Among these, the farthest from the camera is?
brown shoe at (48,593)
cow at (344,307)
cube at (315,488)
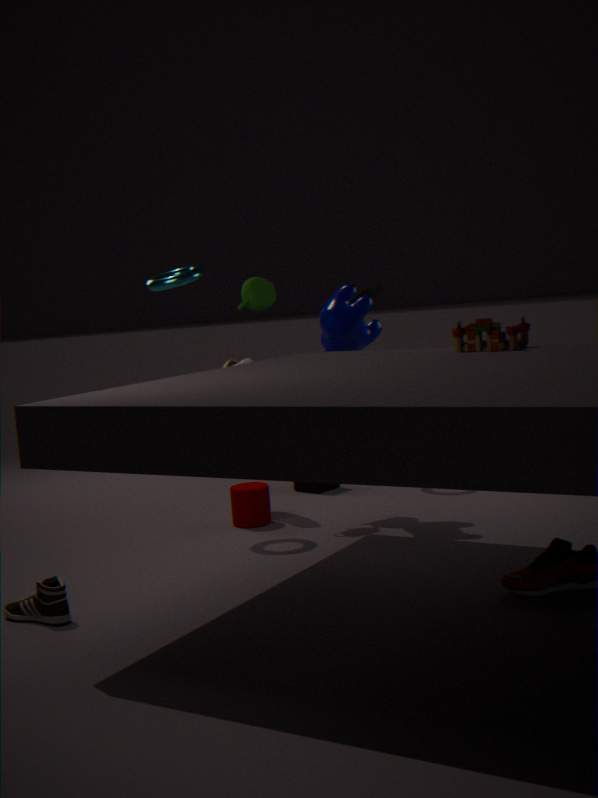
cube at (315,488)
